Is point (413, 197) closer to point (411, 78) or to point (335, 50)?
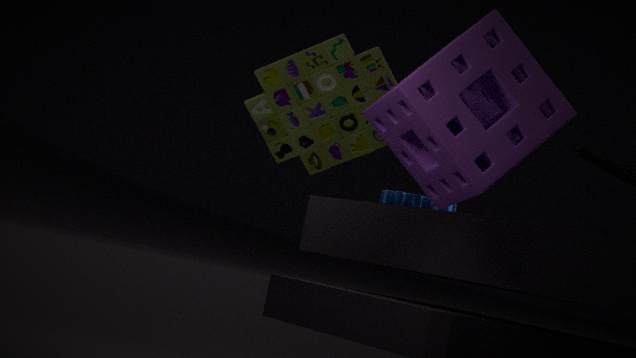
point (335, 50)
